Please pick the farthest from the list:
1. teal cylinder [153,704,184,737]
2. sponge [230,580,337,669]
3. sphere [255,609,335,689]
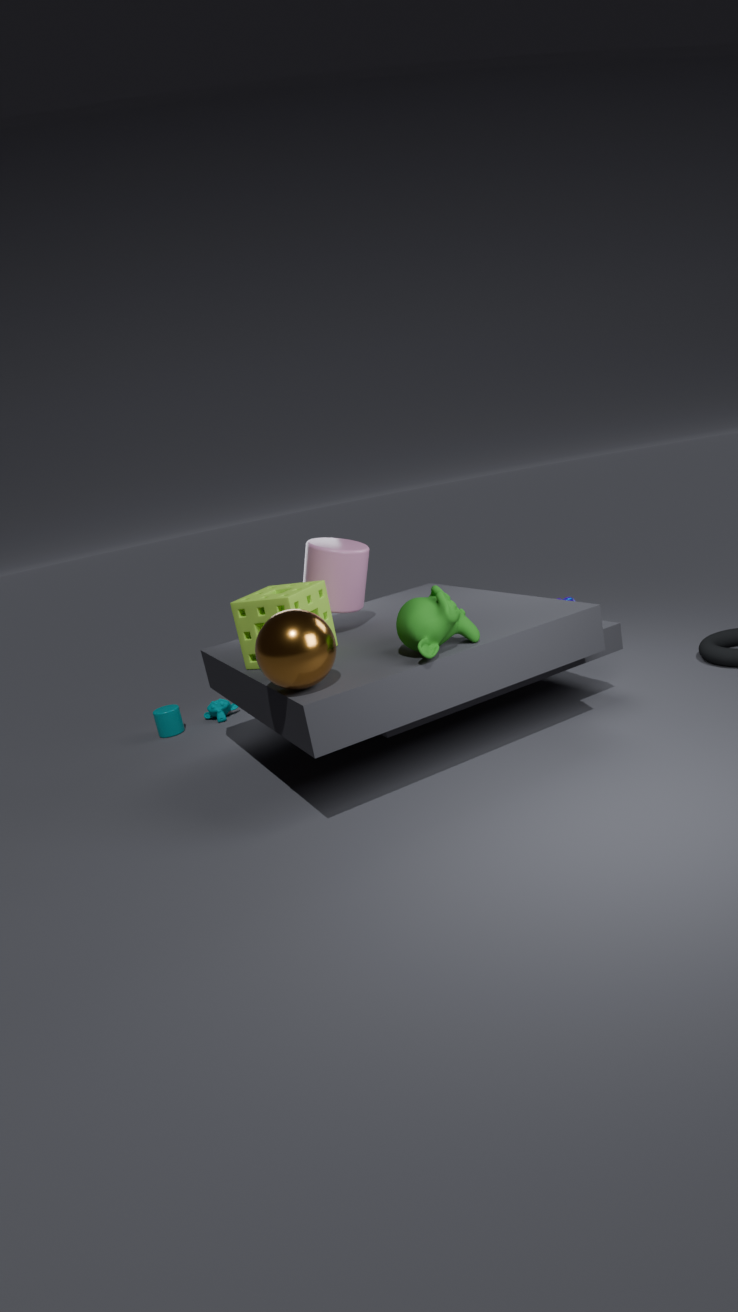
teal cylinder [153,704,184,737]
